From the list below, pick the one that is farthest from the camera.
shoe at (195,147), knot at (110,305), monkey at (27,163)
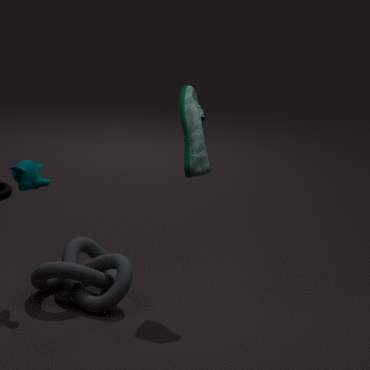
knot at (110,305)
